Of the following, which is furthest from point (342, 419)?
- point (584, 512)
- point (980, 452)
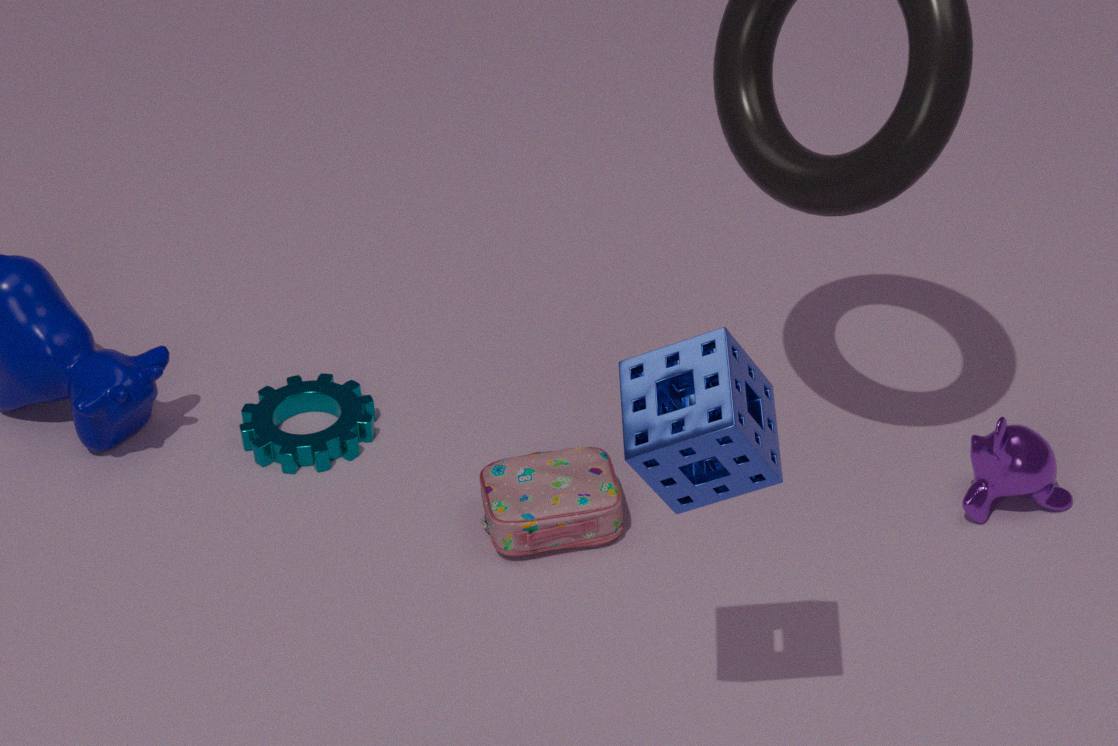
point (980, 452)
